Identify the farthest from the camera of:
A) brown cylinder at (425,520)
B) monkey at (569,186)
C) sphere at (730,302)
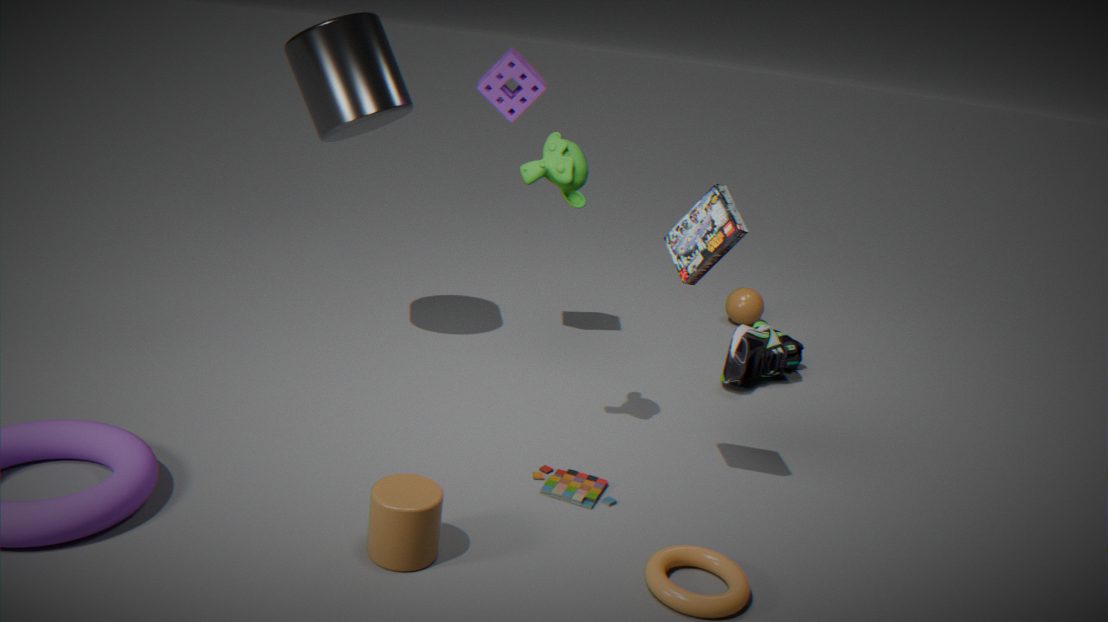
sphere at (730,302)
